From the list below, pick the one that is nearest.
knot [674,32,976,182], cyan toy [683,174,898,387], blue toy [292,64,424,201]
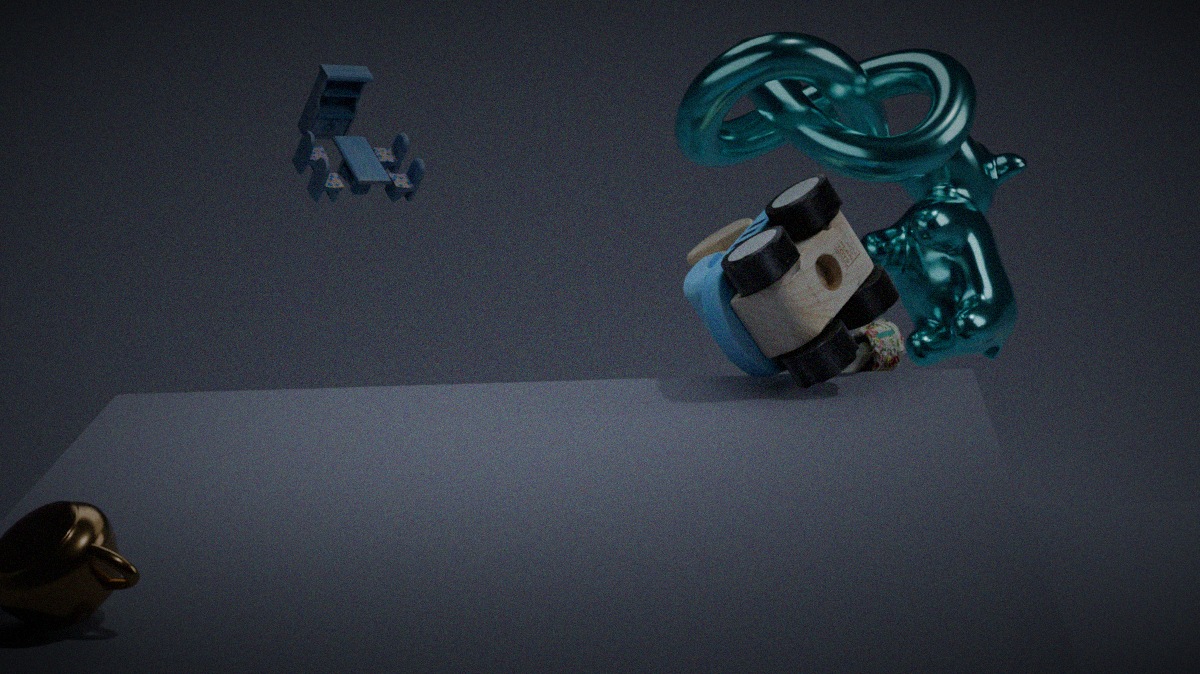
cyan toy [683,174,898,387]
